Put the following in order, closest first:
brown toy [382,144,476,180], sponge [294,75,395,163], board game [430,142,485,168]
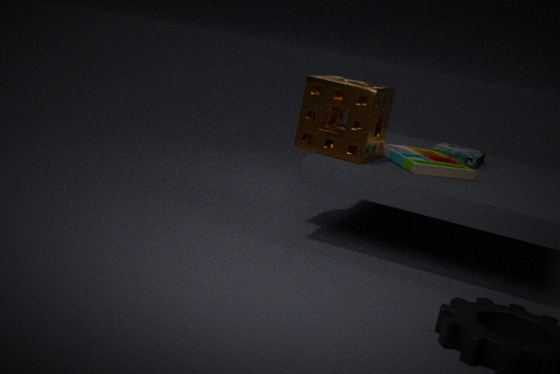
sponge [294,75,395,163] < brown toy [382,144,476,180] < board game [430,142,485,168]
